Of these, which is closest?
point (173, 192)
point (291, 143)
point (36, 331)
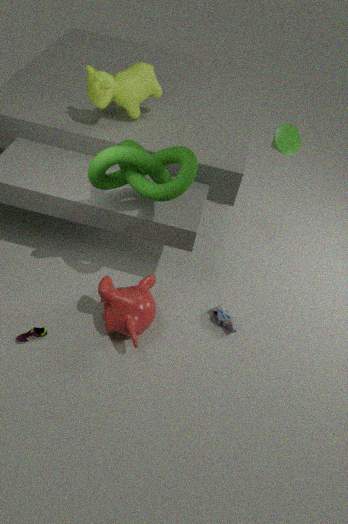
point (173, 192)
